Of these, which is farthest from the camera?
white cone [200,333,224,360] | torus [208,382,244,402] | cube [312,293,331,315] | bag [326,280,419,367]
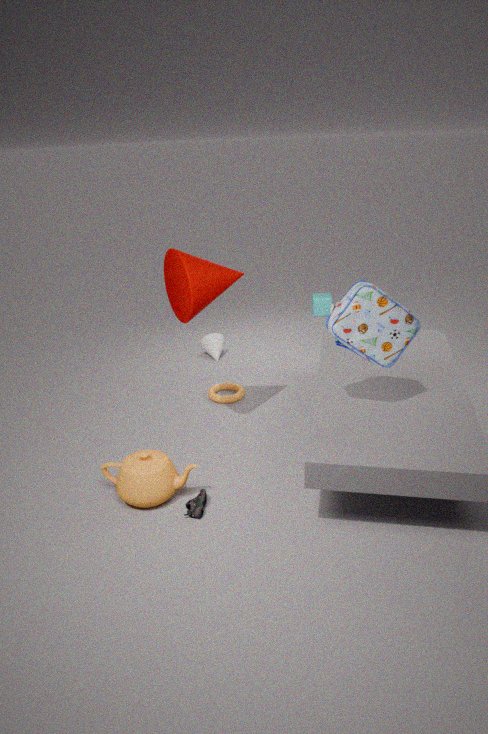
cube [312,293,331,315]
